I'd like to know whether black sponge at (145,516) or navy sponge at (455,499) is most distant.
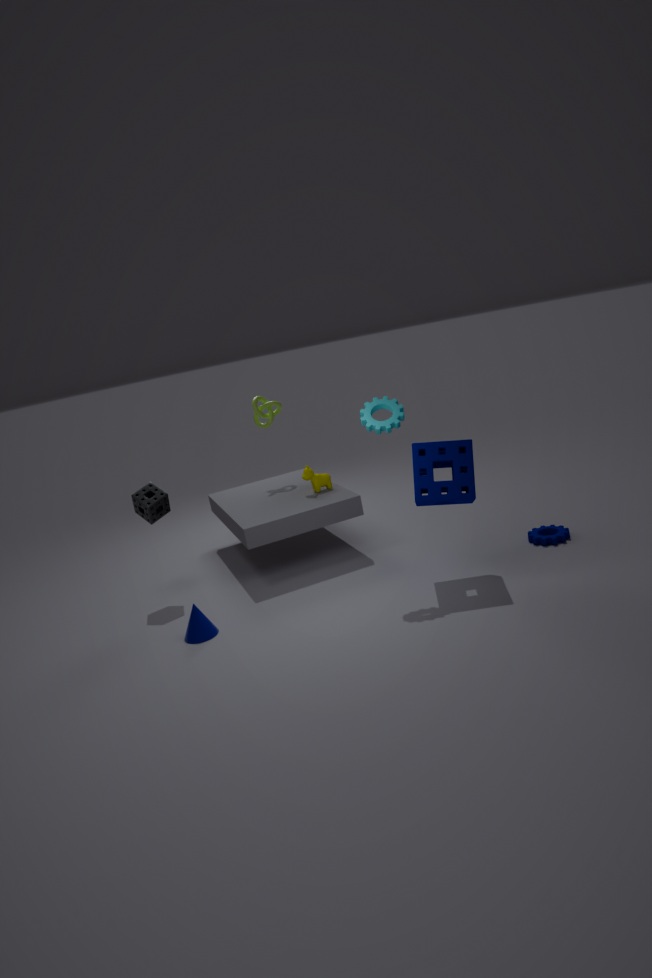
black sponge at (145,516)
